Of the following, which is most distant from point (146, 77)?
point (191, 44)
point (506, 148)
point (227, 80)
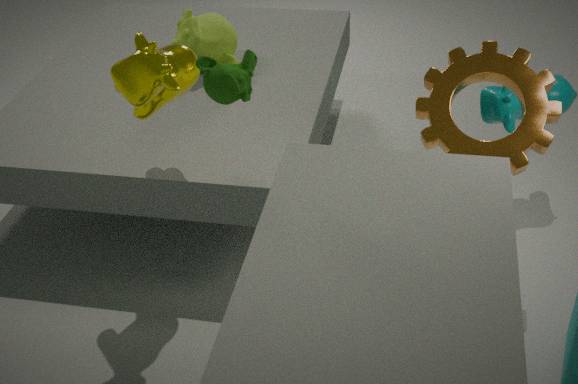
point (506, 148)
